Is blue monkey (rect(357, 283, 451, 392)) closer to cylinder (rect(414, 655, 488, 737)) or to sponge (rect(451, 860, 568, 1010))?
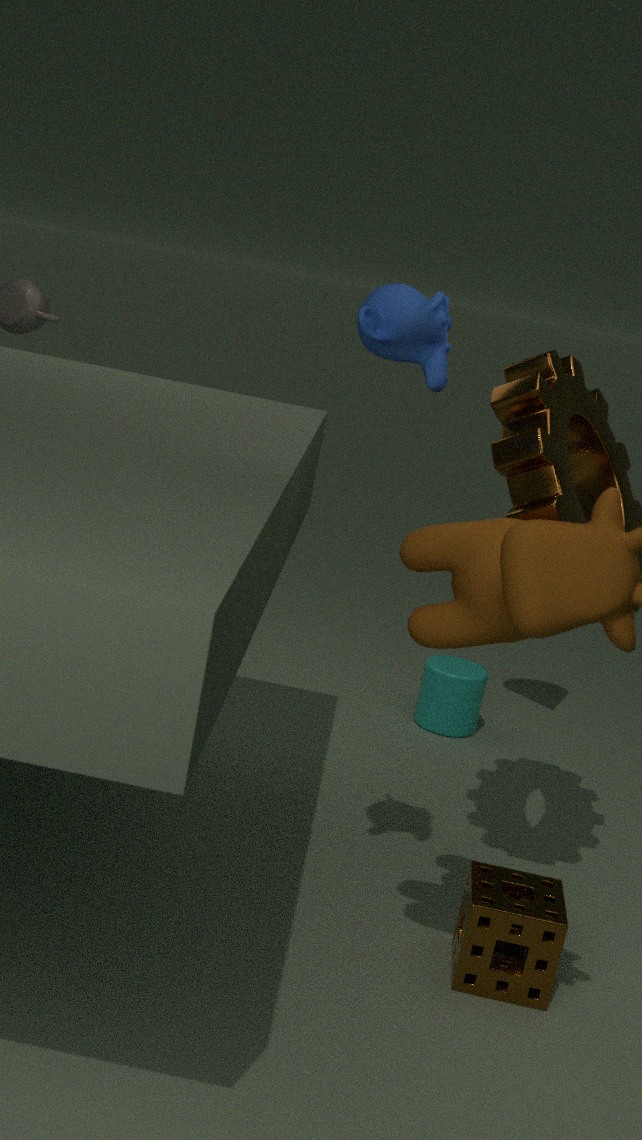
sponge (rect(451, 860, 568, 1010))
